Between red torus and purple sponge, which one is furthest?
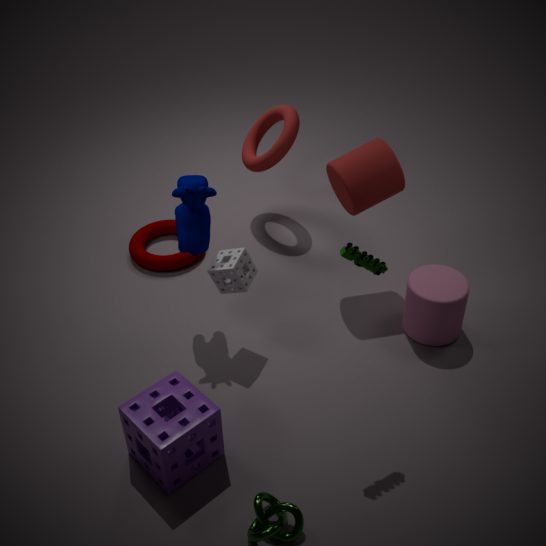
red torus
